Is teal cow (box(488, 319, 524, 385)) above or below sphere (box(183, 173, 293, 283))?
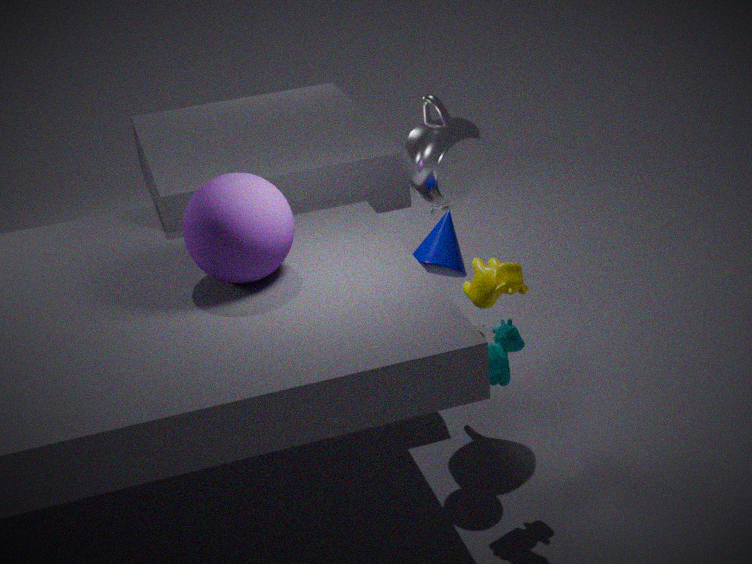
below
